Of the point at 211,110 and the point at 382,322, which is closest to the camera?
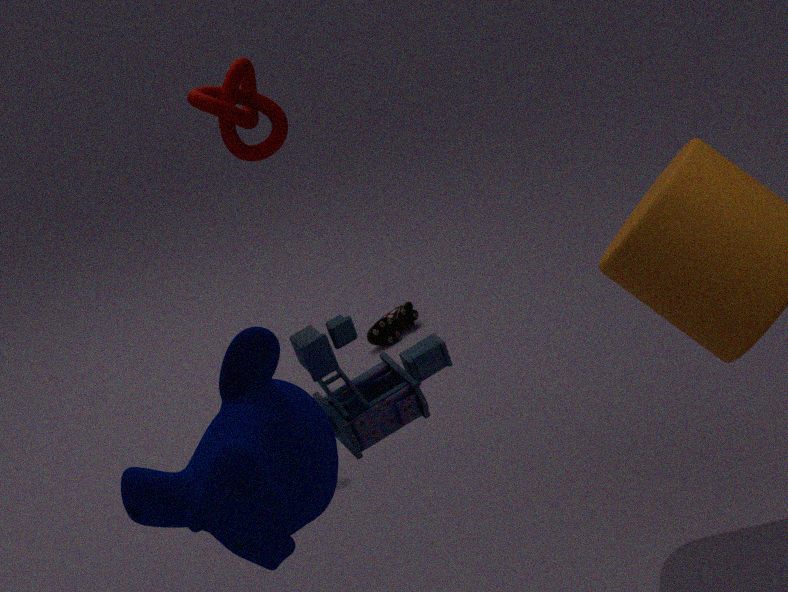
the point at 211,110
